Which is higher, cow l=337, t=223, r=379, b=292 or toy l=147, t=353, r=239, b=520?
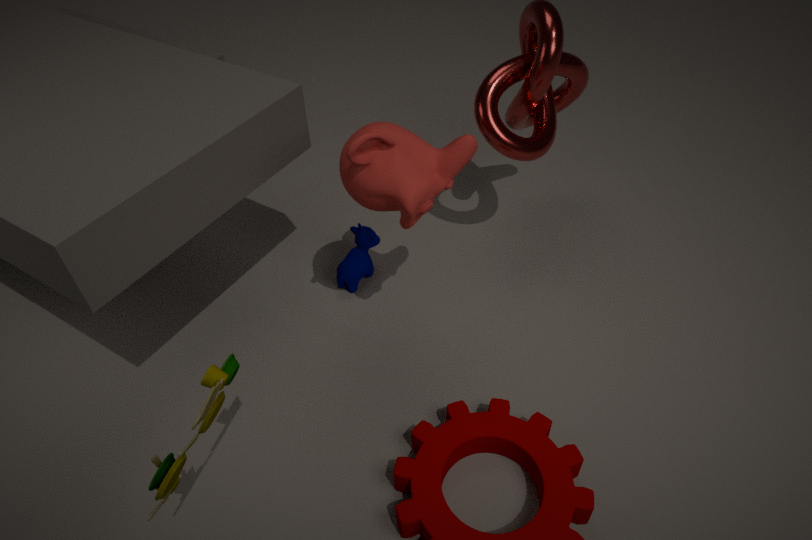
toy l=147, t=353, r=239, b=520
